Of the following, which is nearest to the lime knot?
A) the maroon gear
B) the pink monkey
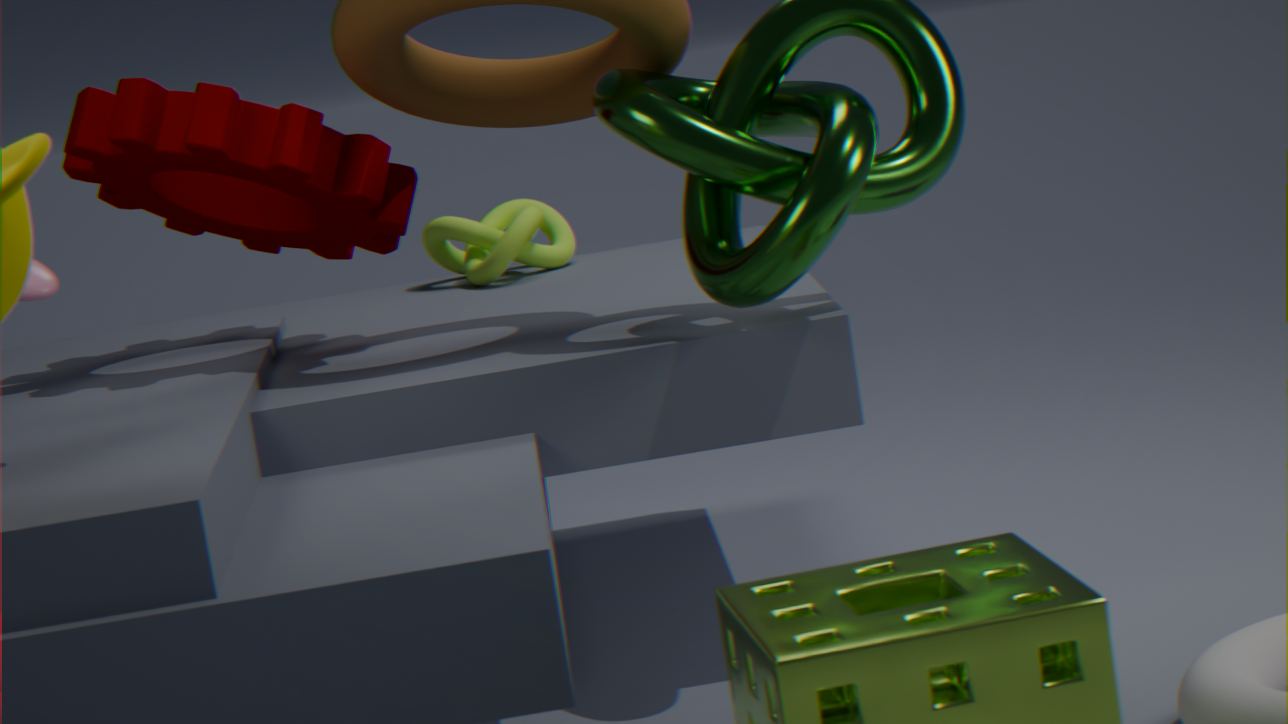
the maroon gear
